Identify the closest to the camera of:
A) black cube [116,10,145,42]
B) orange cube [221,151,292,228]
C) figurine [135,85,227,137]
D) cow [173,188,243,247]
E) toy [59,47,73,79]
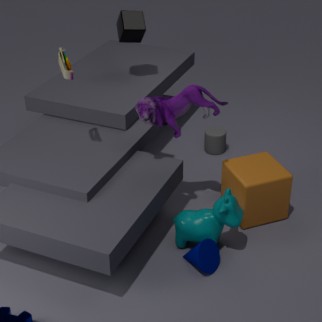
cow [173,188,243,247]
